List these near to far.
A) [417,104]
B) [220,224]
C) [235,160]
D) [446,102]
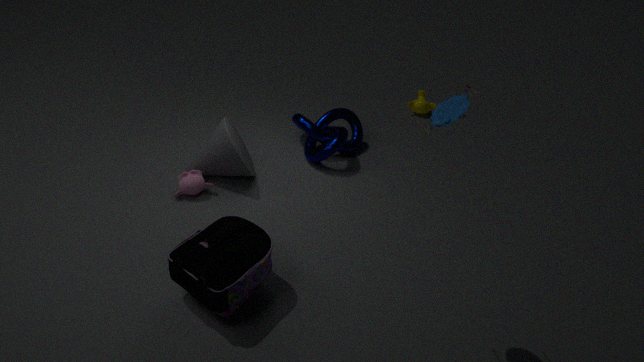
D. [446,102] < B. [220,224] < C. [235,160] < A. [417,104]
